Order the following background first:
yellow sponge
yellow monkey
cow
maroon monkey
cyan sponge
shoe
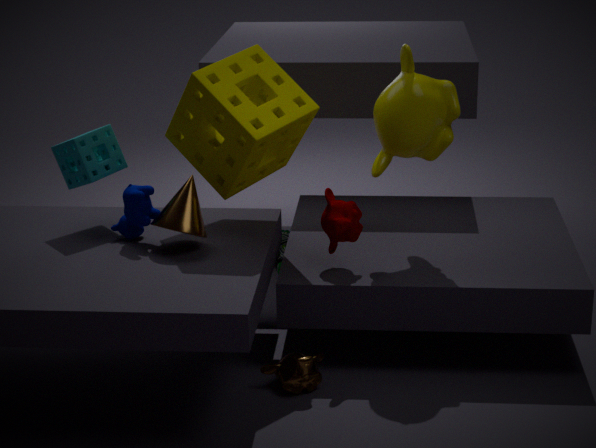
shoe → cyan sponge → cow → maroon monkey → yellow monkey → yellow sponge
